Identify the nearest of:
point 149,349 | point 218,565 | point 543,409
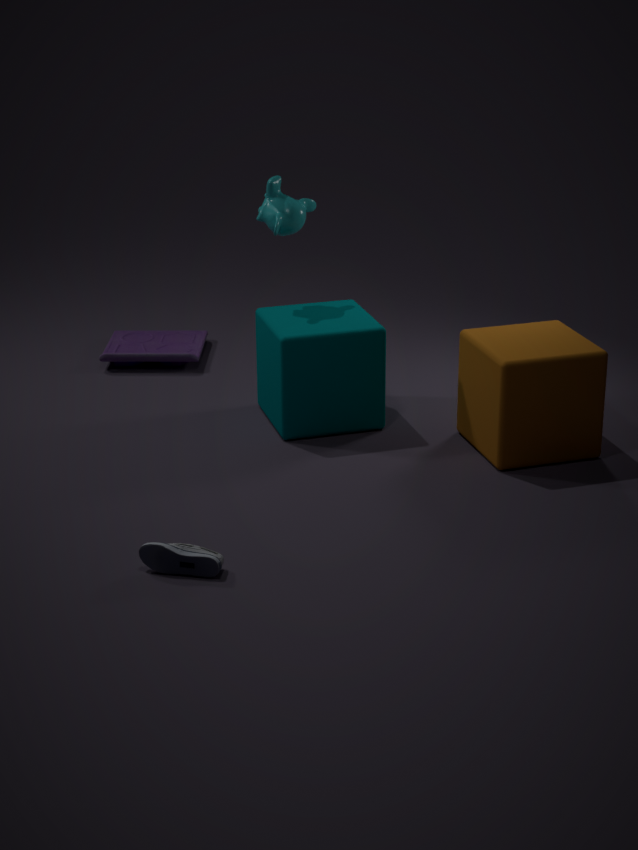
point 218,565
